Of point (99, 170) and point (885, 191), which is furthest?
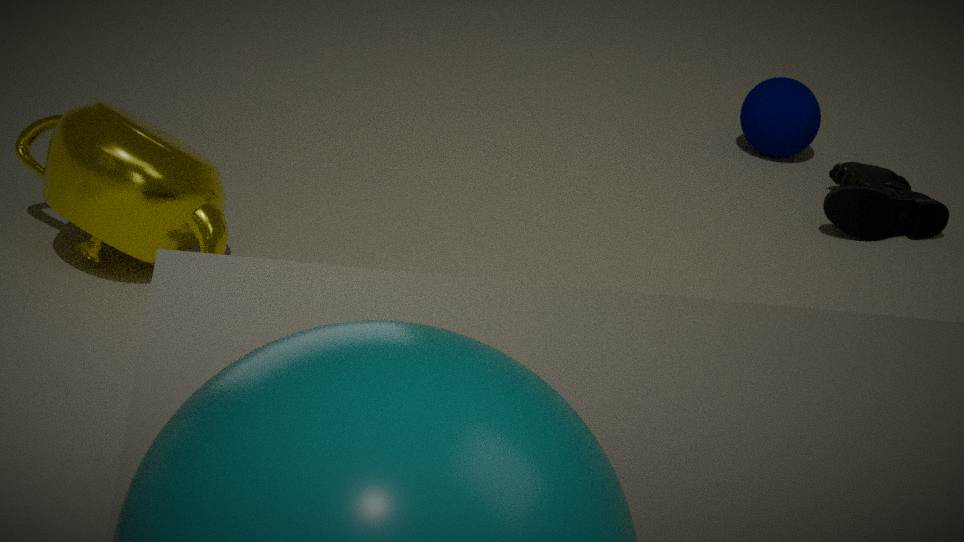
point (885, 191)
